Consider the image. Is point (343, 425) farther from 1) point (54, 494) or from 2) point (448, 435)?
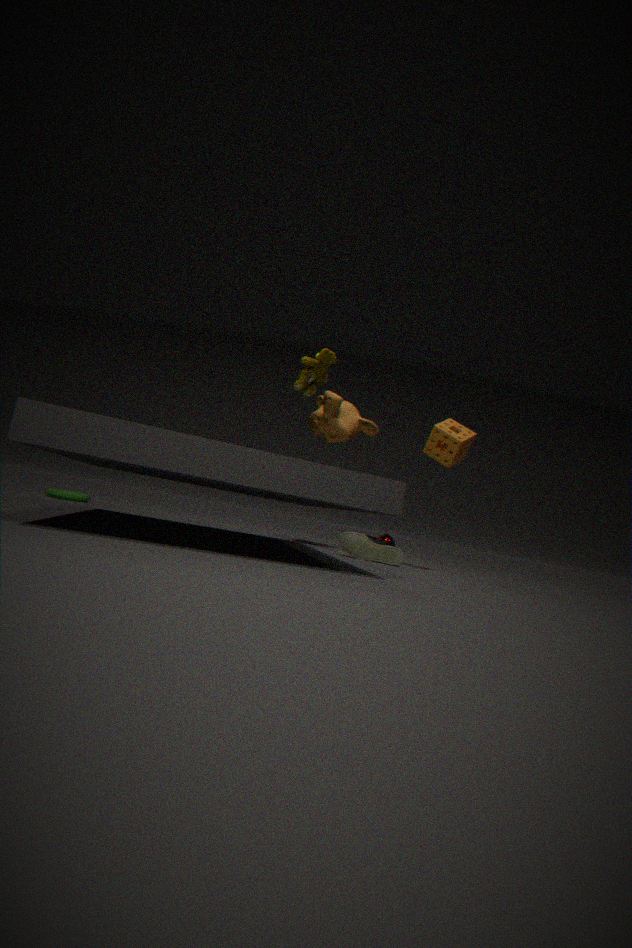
1) point (54, 494)
